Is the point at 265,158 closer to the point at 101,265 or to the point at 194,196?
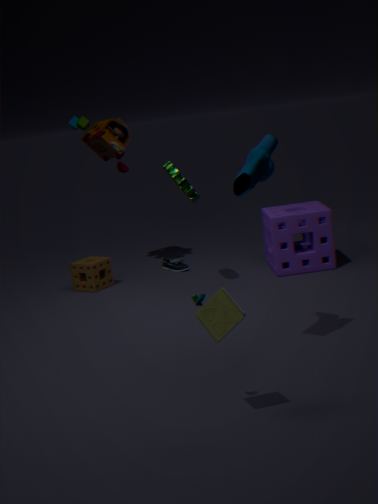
the point at 194,196
